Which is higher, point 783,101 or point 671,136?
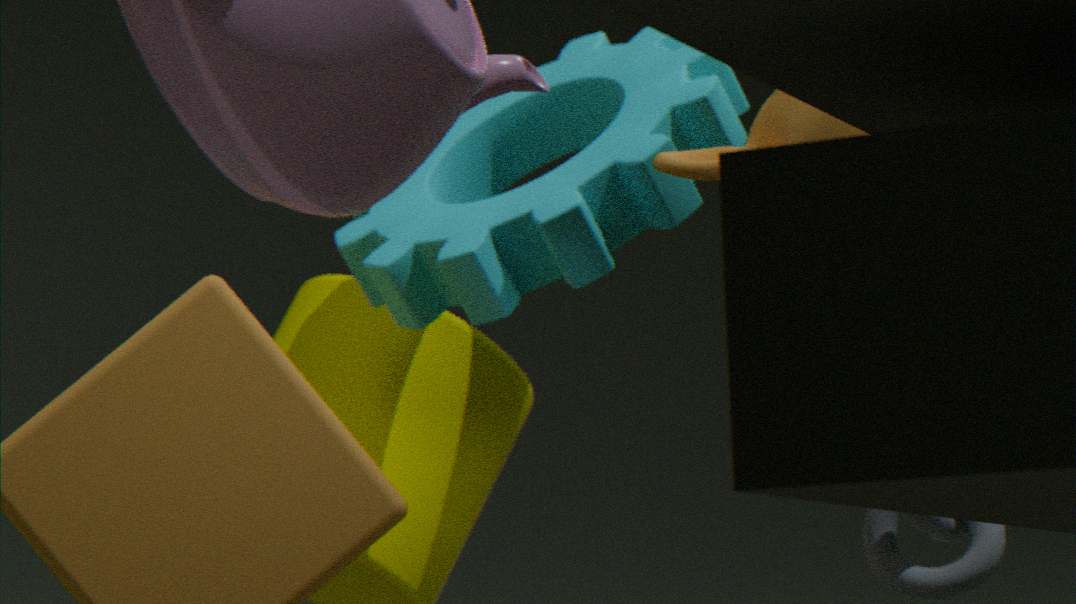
point 671,136
